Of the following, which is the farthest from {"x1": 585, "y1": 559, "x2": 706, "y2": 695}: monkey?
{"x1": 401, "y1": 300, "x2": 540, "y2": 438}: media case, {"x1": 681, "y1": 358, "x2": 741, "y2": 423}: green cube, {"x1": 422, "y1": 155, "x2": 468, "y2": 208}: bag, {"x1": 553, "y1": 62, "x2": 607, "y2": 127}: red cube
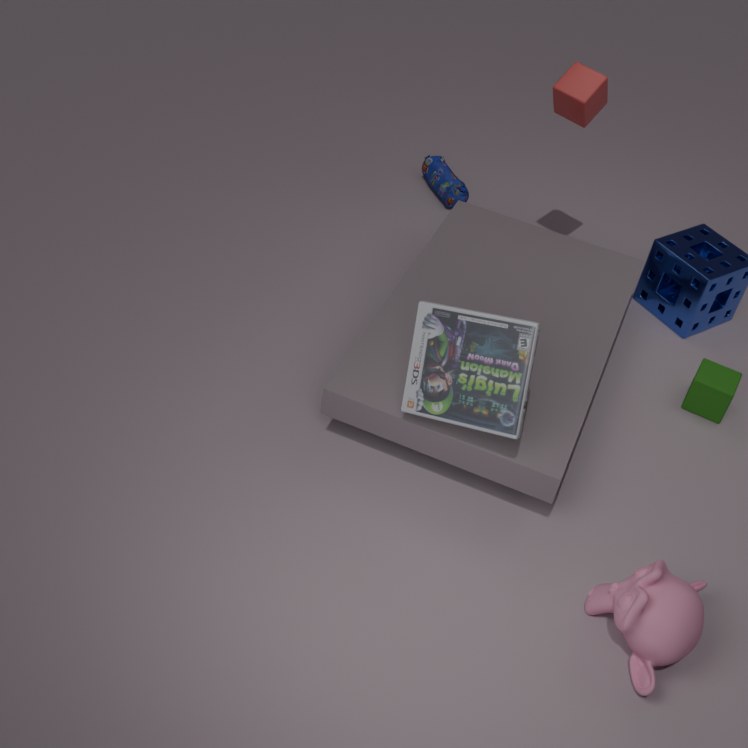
{"x1": 422, "y1": 155, "x2": 468, "y2": 208}: bag
